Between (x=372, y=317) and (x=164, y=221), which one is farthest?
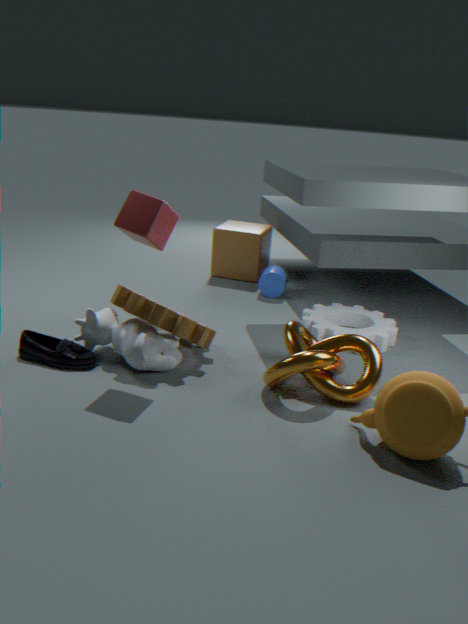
(x=372, y=317)
